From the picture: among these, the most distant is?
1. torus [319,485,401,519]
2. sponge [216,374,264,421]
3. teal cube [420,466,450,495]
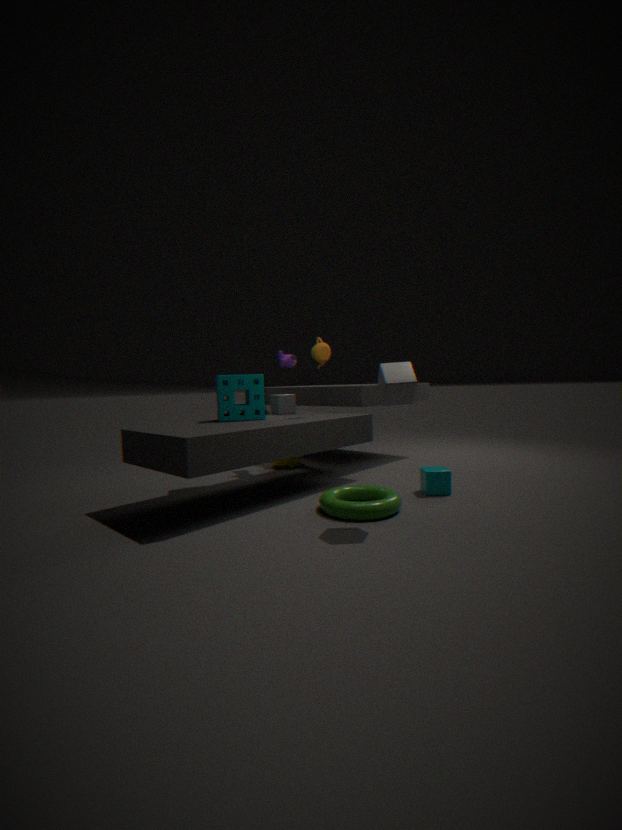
sponge [216,374,264,421]
